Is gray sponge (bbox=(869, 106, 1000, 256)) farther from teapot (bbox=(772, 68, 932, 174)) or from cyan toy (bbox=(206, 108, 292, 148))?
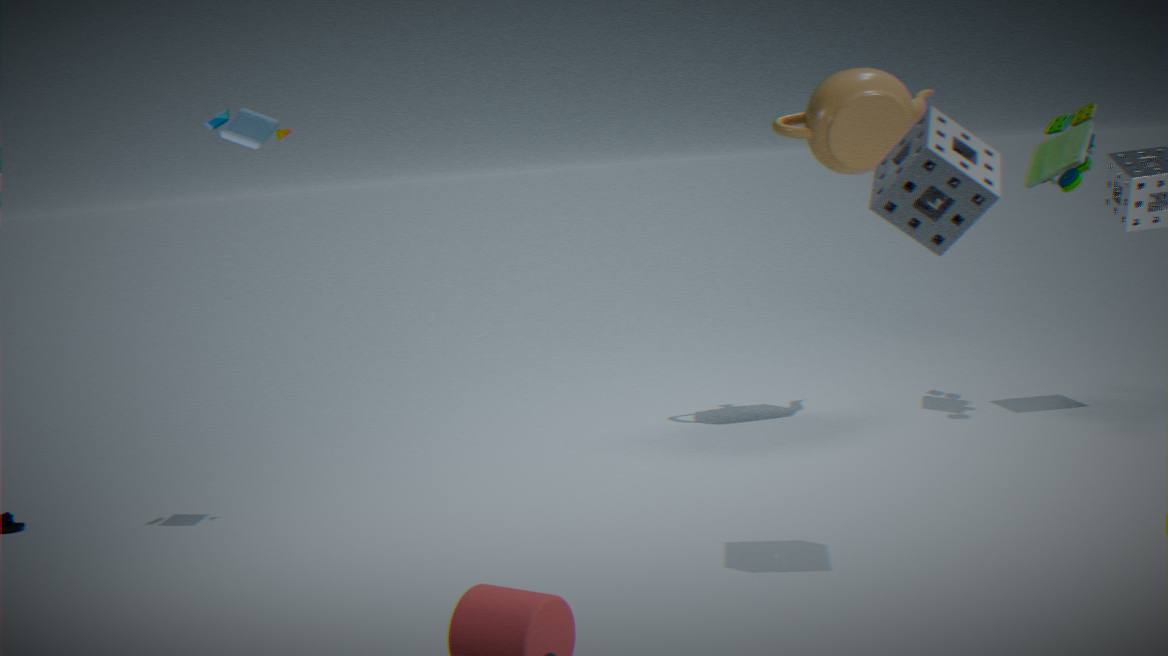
cyan toy (bbox=(206, 108, 292, 148))
